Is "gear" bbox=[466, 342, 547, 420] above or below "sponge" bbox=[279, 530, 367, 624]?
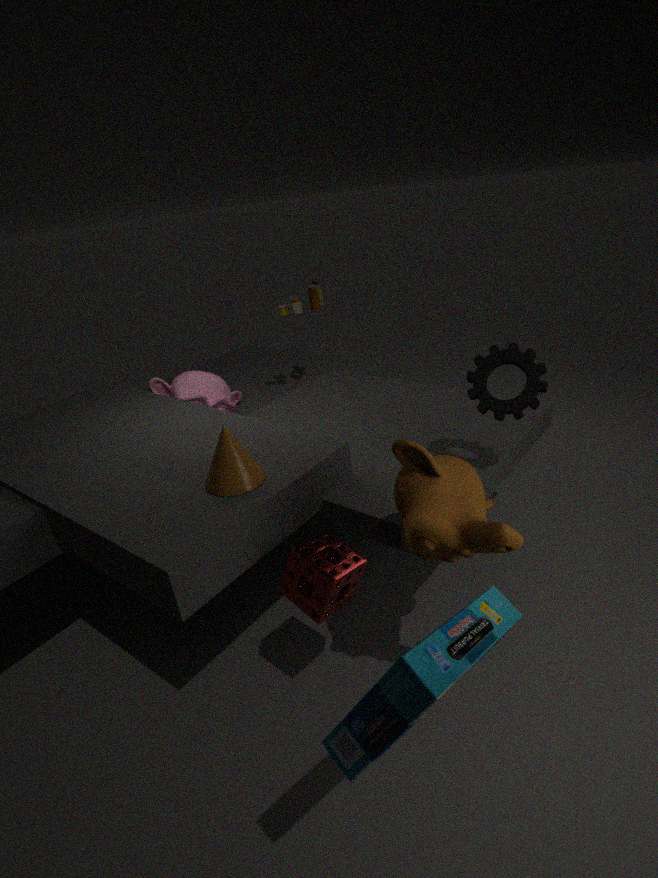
above
